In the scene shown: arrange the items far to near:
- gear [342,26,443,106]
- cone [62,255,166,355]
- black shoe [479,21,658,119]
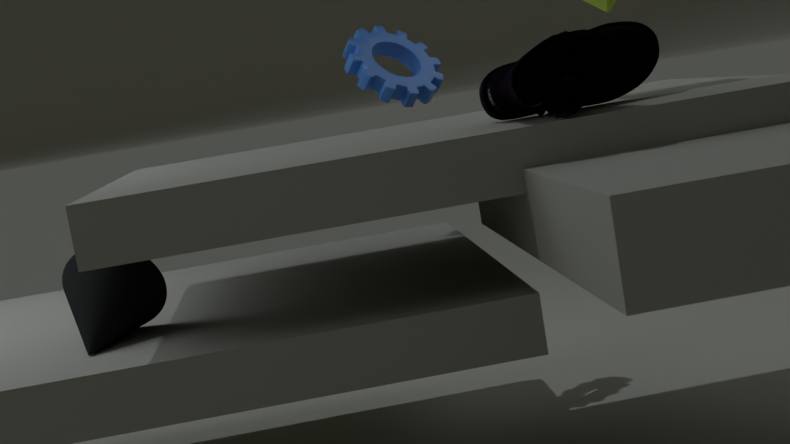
1. gear [342,26,443,106]
2. cone [62,255,166,355]
3. black shoe [479,21,658,119]
